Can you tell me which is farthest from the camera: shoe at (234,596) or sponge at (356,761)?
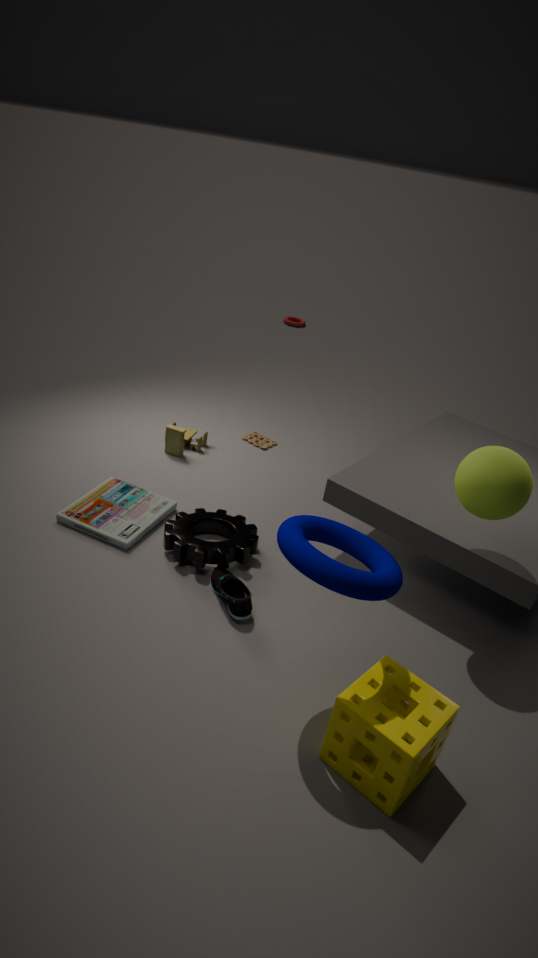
shoe at (234,596)
